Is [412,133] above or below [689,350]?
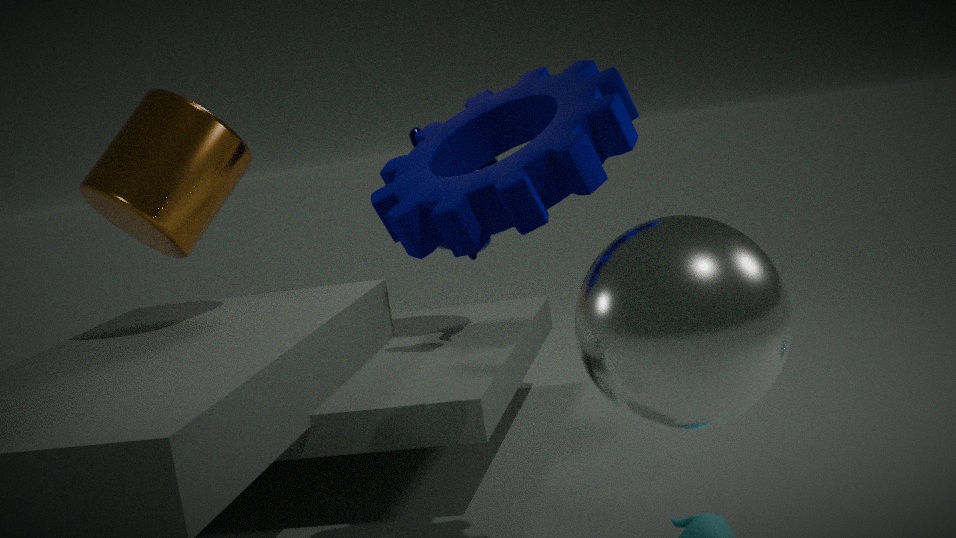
above
